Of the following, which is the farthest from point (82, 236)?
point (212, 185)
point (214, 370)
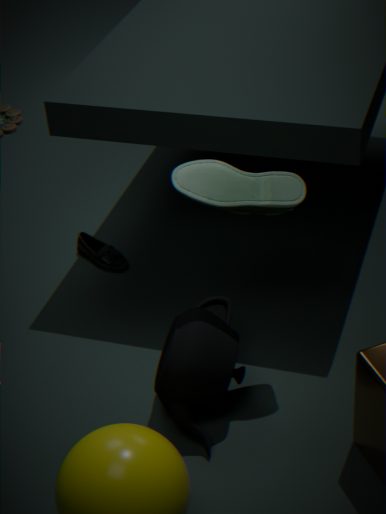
point (212, 185)
